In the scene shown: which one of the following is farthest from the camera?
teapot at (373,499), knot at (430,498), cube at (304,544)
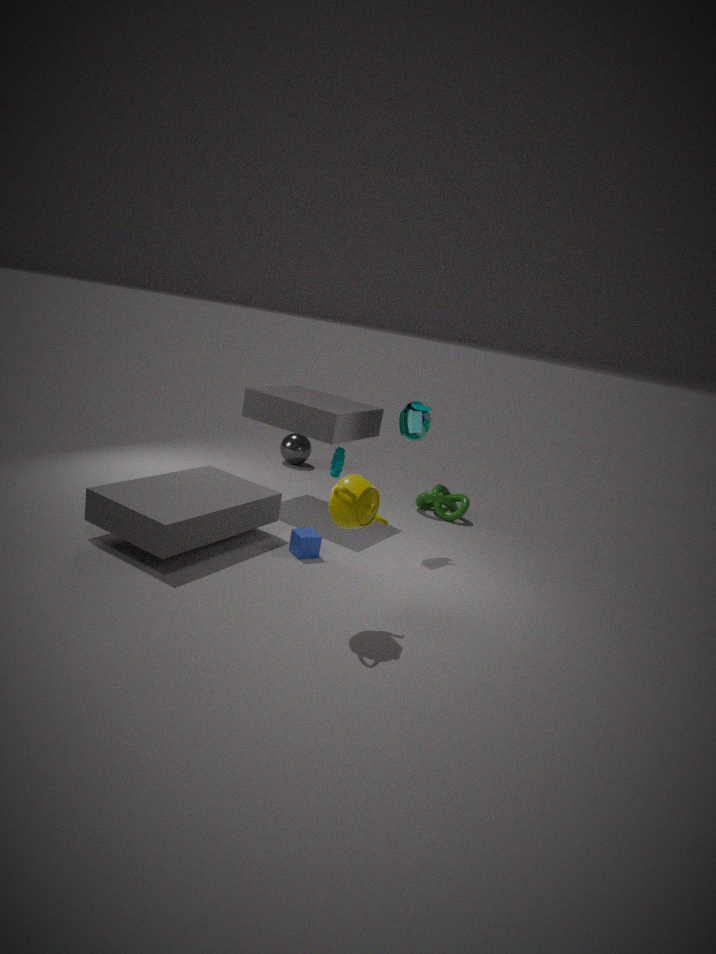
knot at (430,498)
